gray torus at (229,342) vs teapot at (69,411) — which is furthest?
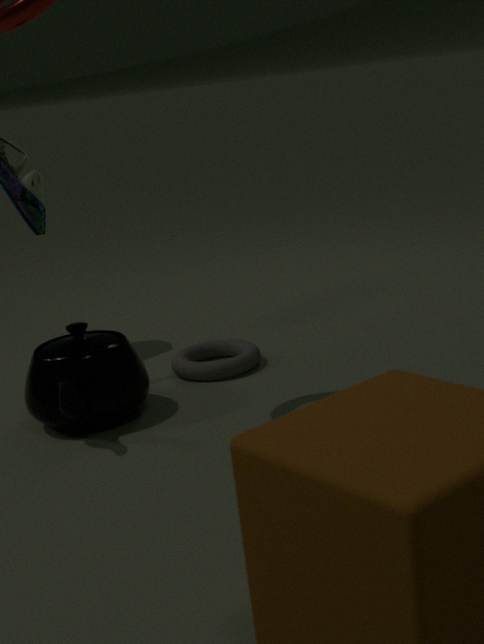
gray torus at (229,342)
